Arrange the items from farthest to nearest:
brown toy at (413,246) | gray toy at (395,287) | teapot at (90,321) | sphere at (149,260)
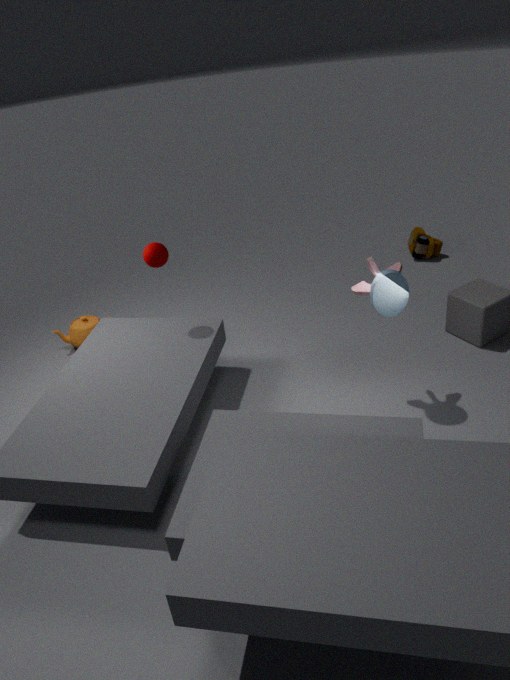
brown toy at (413,246) → teapot at (90,321) → sphere at (149,260) → gray toy at (395,287)
